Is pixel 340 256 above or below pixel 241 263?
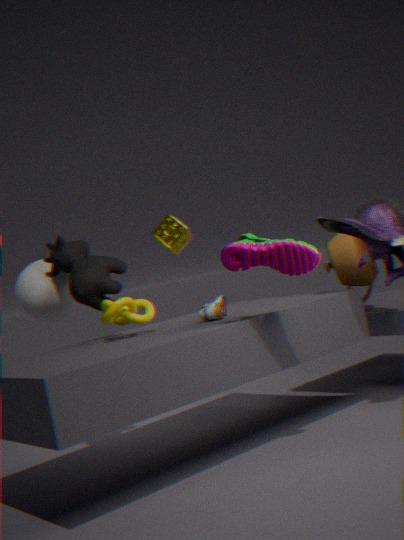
below
